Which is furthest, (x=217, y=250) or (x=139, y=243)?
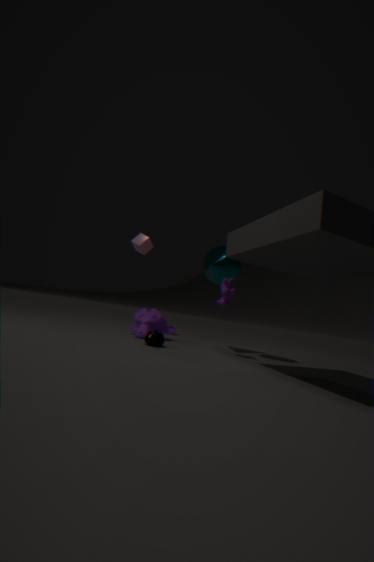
(x=139, y=243)
